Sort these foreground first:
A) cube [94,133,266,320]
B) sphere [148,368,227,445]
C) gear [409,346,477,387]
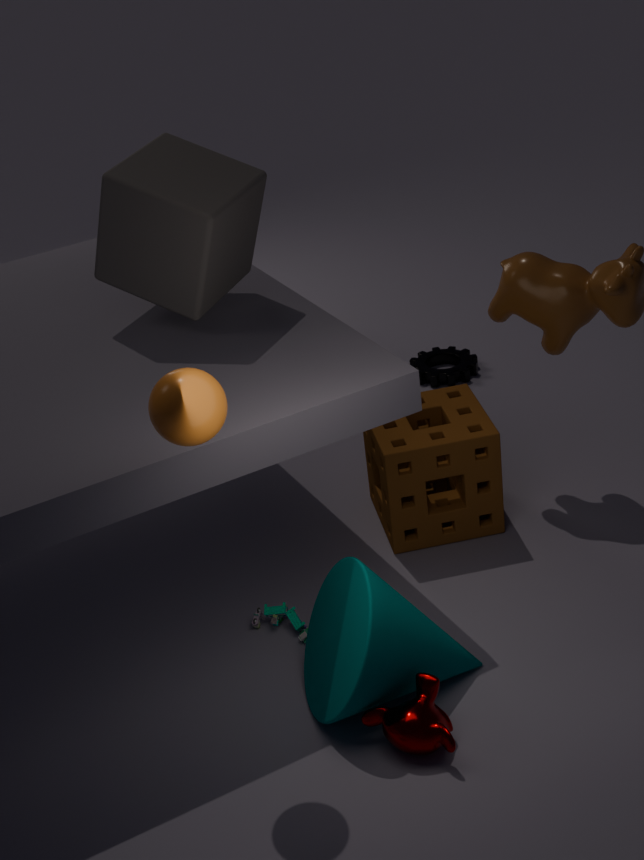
sphere [148,368,227,445] < cube [94,133,266,320] < gear [409,346,477,387]
